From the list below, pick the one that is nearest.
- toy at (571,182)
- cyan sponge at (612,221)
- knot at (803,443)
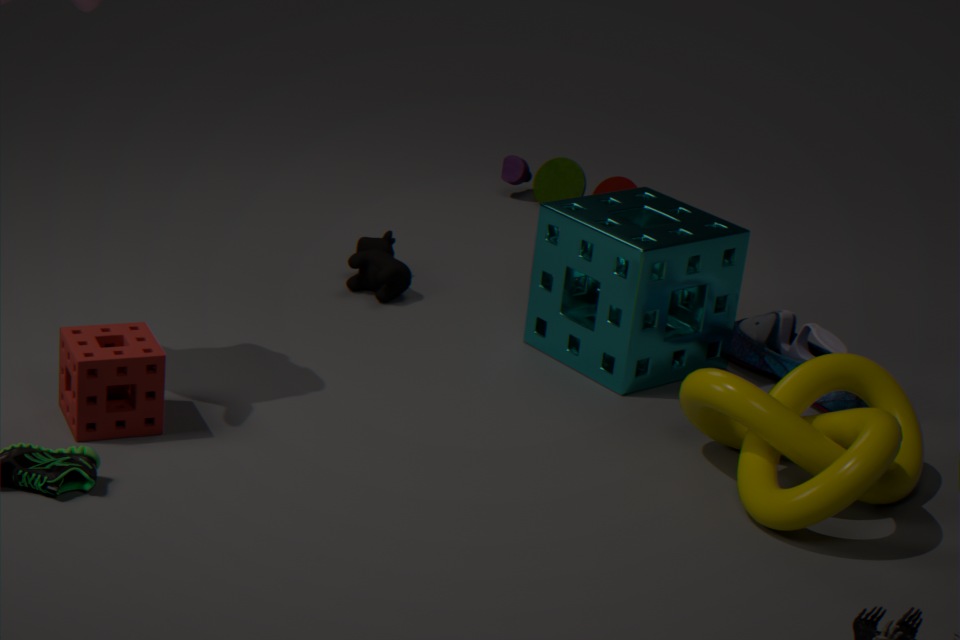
knot at (803,443)
